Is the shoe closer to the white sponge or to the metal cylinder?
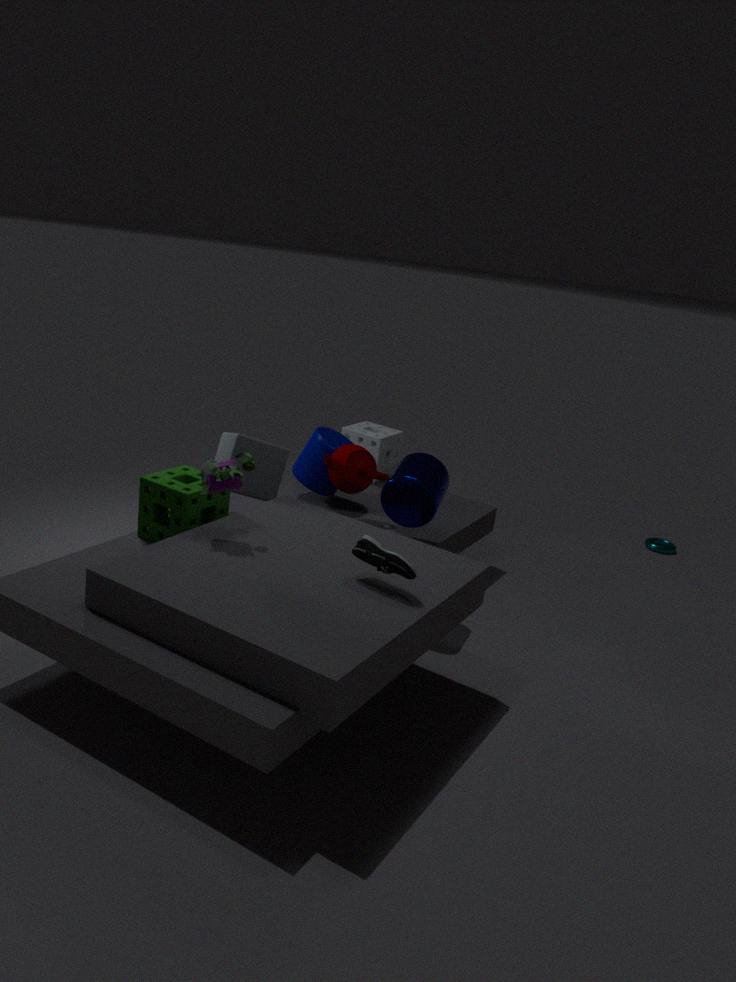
the metal cylinder
